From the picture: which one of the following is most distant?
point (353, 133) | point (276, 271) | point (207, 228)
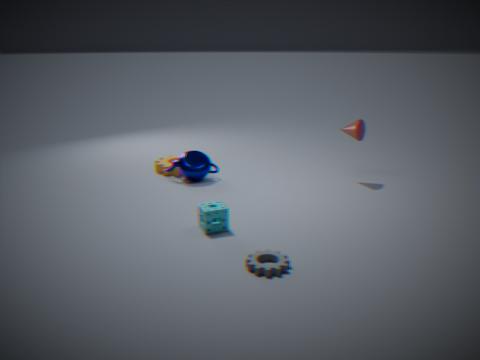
point (353, 133)
